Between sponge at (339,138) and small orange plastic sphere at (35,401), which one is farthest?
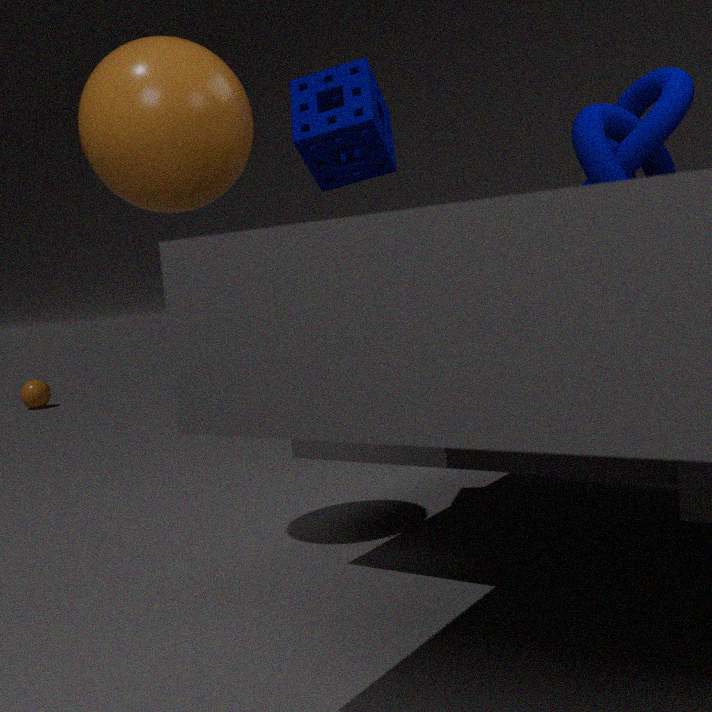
small orange plastic sphere at (35,401)
